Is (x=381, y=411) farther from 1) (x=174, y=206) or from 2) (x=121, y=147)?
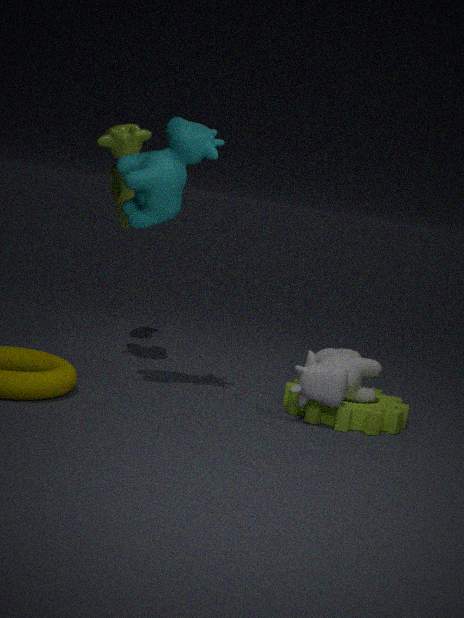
2) (x=121, y=147)
